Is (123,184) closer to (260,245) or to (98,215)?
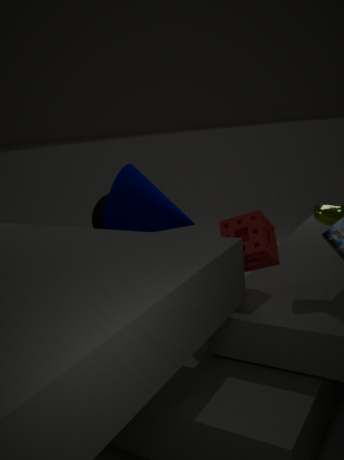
(98,215)
